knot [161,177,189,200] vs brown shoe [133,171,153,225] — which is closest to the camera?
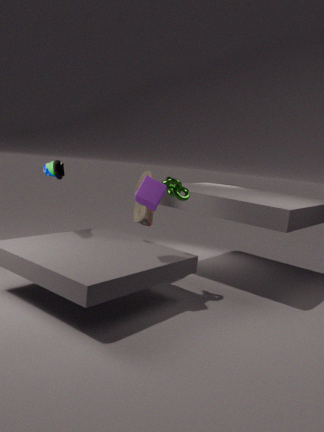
knot [161,177,189,200]
